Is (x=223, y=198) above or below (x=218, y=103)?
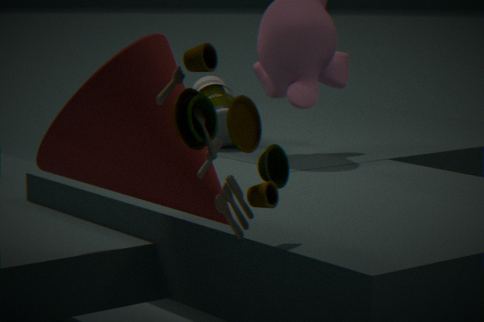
above
